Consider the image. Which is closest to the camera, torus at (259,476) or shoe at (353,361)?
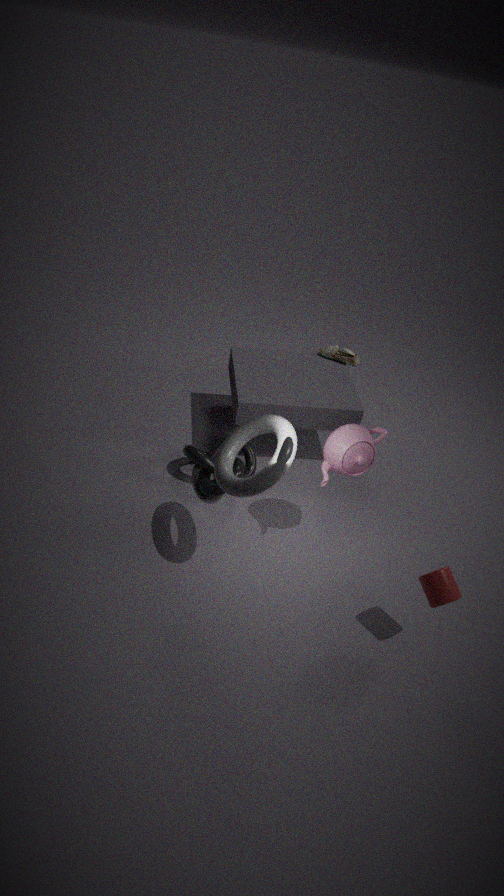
torus at (259,476)
